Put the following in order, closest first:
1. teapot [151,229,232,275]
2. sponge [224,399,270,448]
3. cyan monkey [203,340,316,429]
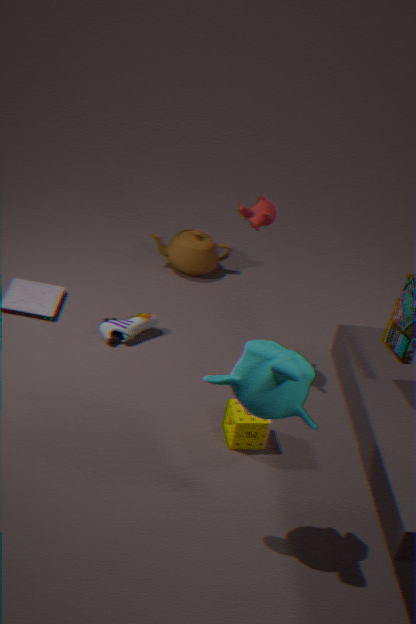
cyan monkey [203,340,316,429], sponge [224,399,270,448], teapot [151,229,232,275]
